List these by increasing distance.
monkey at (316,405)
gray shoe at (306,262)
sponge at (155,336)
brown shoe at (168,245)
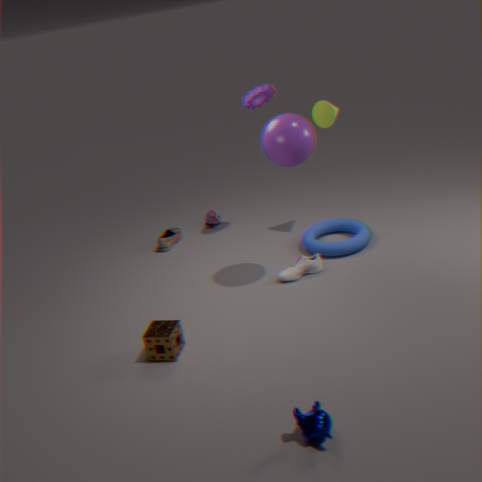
1. monkey at (316,405)
2. sponge at (155,336)
3. gray shoe at (306,262)
4. brown shoe at (168,245)
